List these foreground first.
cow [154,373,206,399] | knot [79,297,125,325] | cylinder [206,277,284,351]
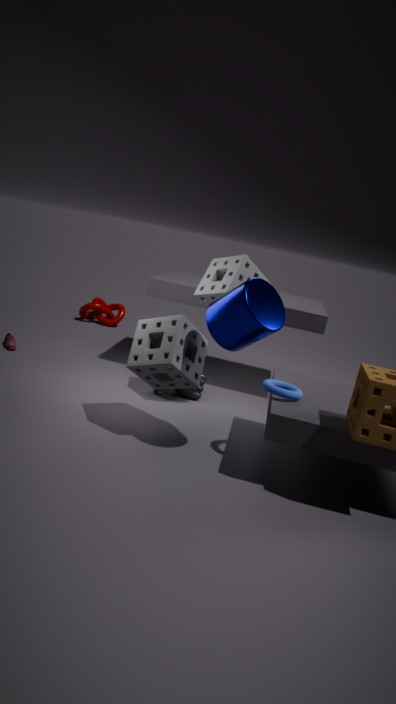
cylinder [206,277,284,351] < cow [154,373,206,399] < knot [79,297,125,325]
